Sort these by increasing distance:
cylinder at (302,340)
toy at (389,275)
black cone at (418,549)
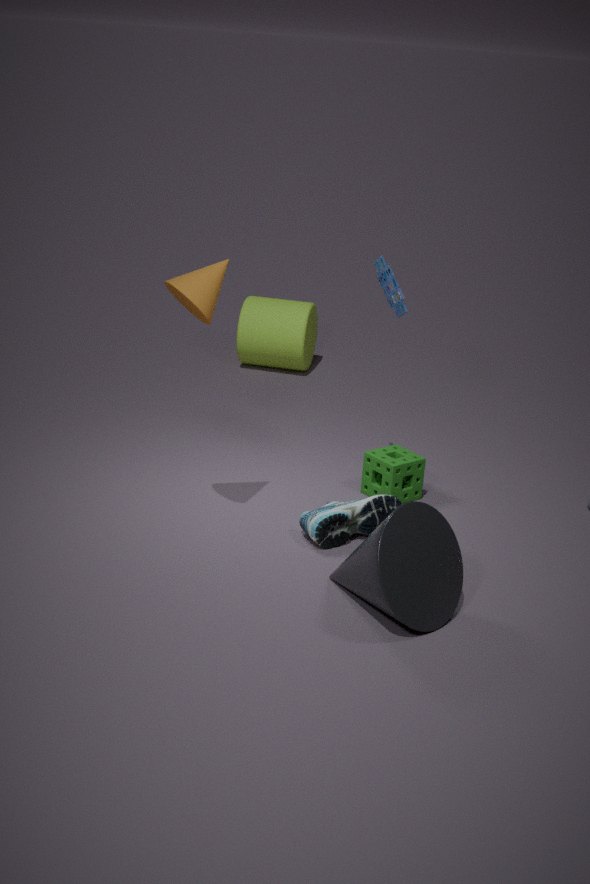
black cone at (418,549)
toy at (389,275)
cylinder at (302,340)
